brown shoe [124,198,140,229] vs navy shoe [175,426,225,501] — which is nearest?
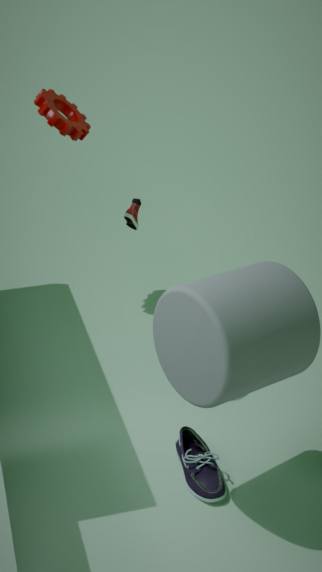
navy shoe [175,426,225,501]
